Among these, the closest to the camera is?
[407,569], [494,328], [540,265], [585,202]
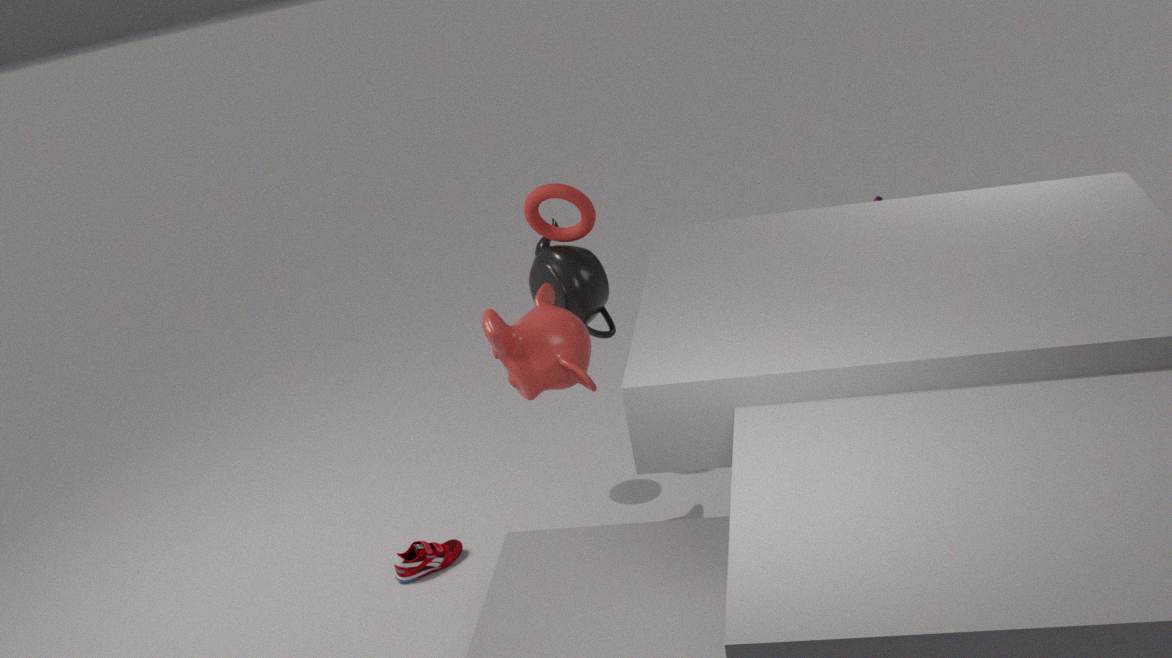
[494,328]
